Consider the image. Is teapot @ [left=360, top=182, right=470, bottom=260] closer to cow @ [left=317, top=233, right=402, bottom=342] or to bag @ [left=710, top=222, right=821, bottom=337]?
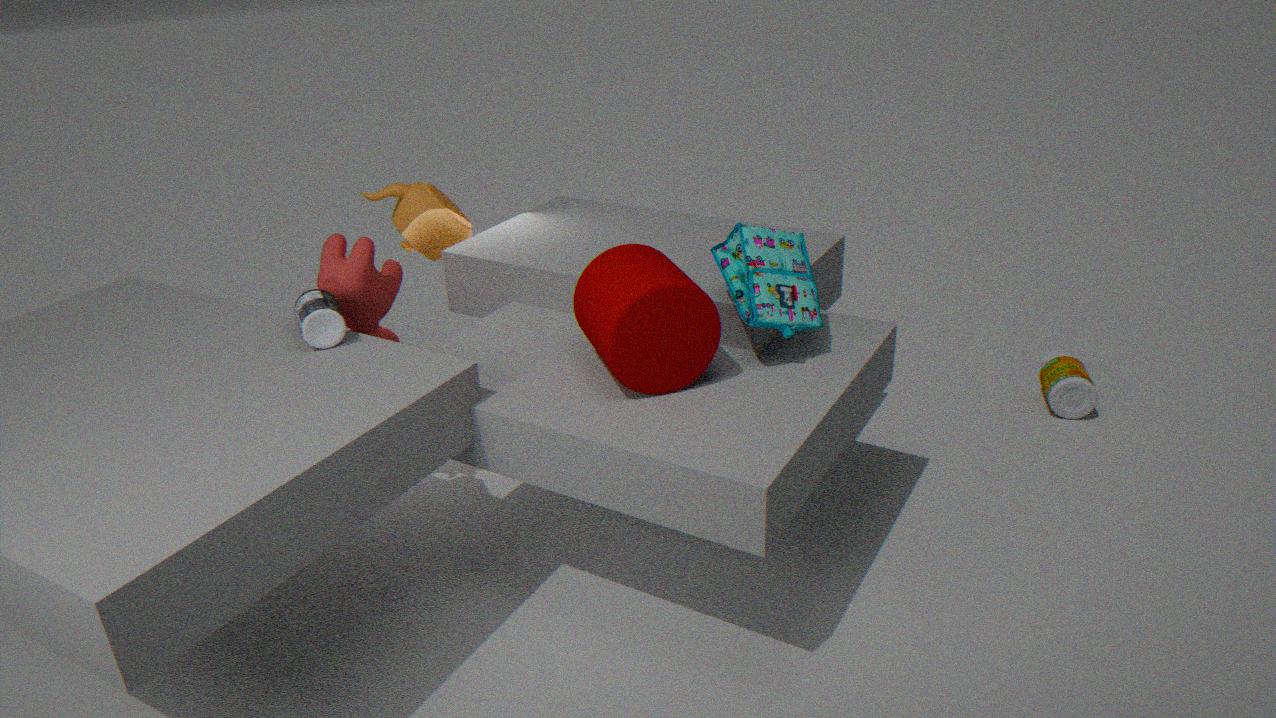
cow @ [left=317, top=233, right=402, bottom=342]
